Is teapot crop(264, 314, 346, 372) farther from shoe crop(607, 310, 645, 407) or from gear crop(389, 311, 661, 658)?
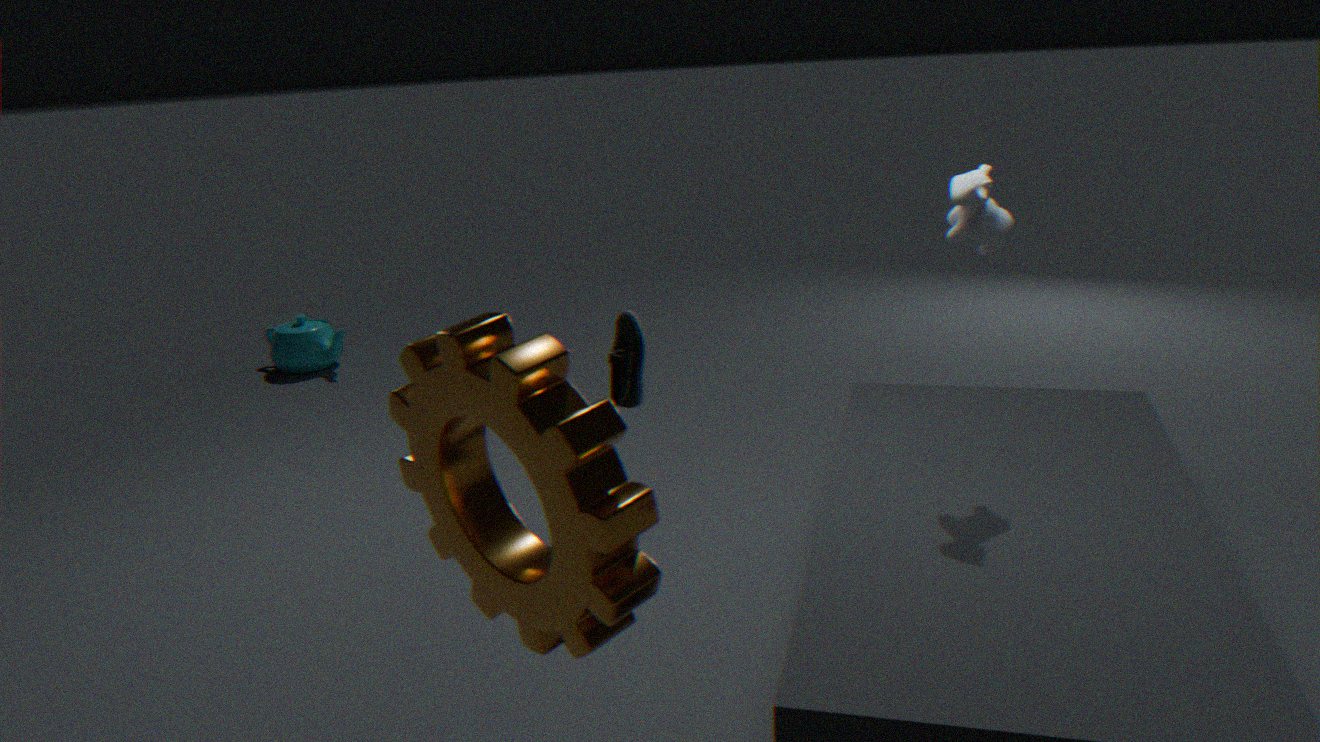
gear crop(389, 311, 661, 658)
